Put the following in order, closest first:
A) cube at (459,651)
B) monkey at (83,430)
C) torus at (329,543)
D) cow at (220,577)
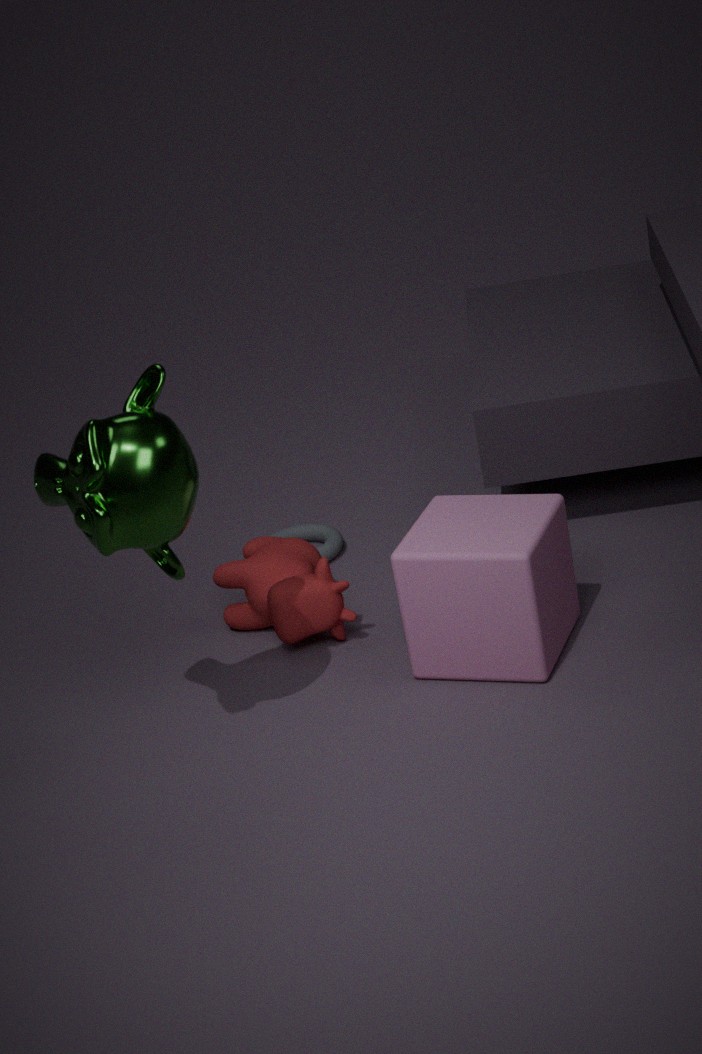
monkey at (83,430) → cube at (459,651) → cow at (220,577) → torus at (329,543)
